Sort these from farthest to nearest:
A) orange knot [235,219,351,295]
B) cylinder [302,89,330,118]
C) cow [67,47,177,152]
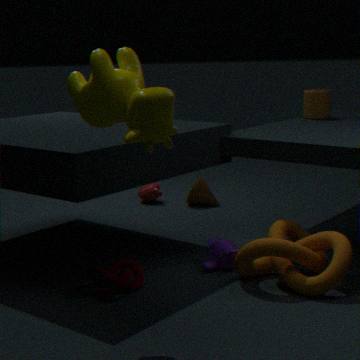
1. cylinder [302,89,330,118]
2. orange knot [235,219,351,295]
3. cow [67,47,177,152]
